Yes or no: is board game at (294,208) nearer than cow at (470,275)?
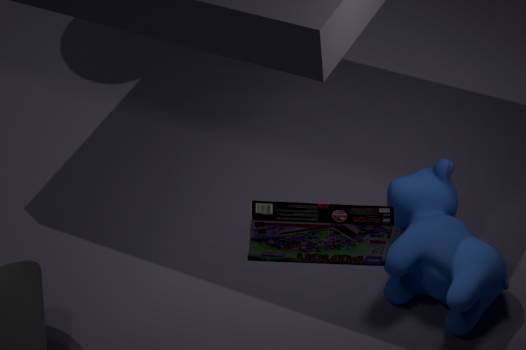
Yes
